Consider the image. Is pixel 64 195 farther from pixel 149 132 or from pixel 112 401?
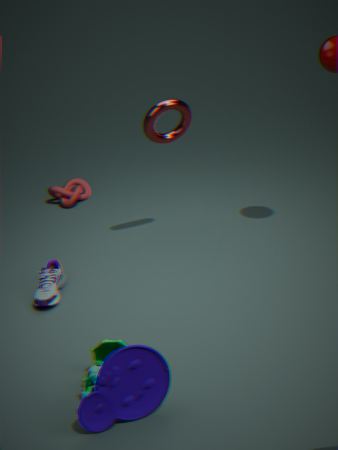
pixel 112 401
